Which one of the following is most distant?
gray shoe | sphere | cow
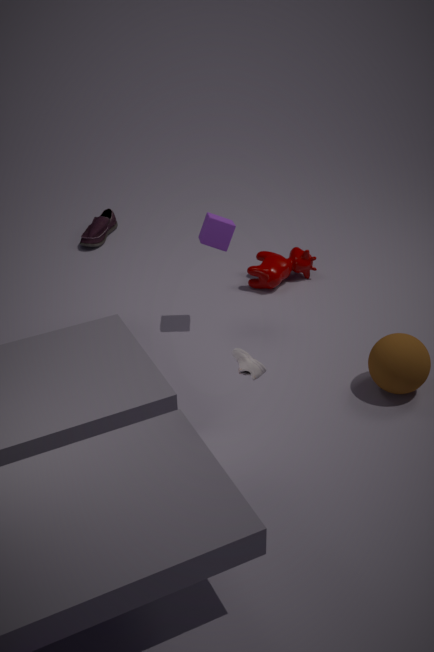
cow
